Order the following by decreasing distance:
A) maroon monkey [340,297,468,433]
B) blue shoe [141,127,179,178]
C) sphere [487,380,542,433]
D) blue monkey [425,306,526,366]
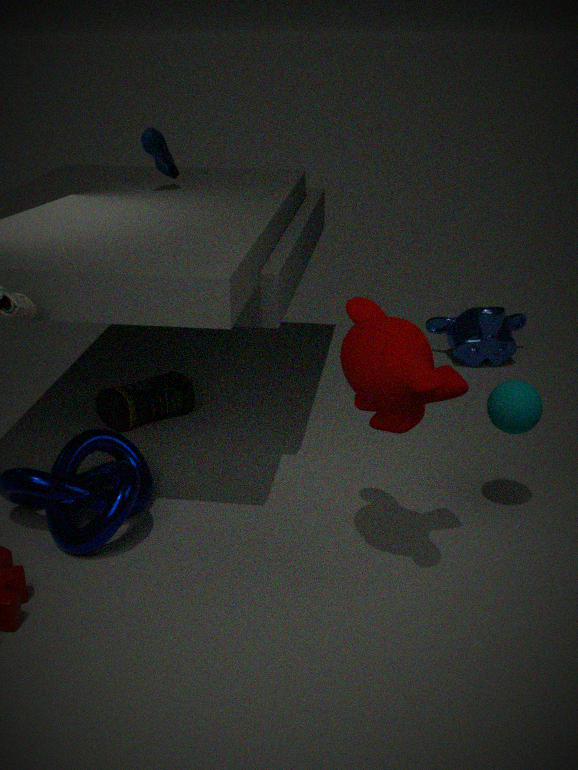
blue monkey [425,306,526,366], blue shoe [141,127,179,178], sphere [487,380,542,433], maroon monkey [340,297,468,433]
